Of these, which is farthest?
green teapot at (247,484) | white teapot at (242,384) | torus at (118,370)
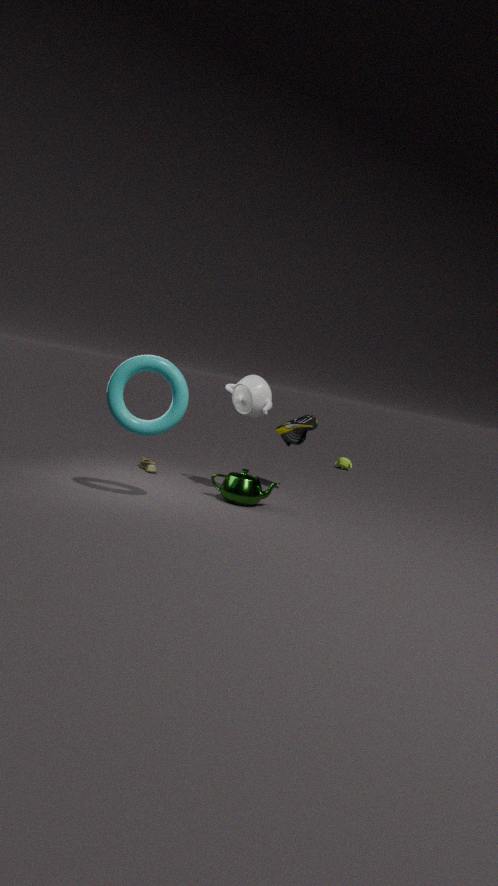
white teapot at (242,384)
